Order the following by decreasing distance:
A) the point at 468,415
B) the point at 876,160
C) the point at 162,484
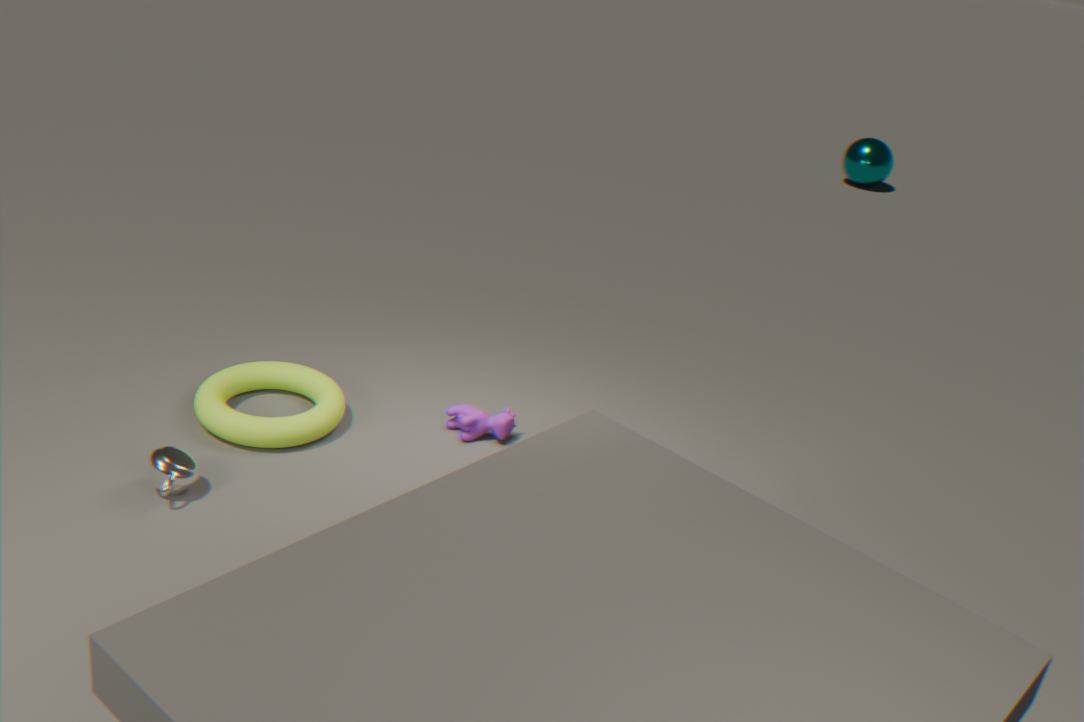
1. the point at 876,160
2. the point at 468,415
3. the point at 162,484
